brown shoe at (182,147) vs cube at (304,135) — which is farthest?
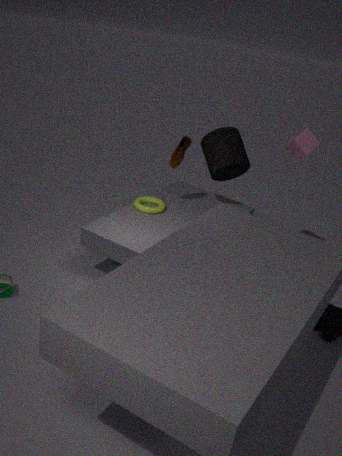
cube at (304,135)
